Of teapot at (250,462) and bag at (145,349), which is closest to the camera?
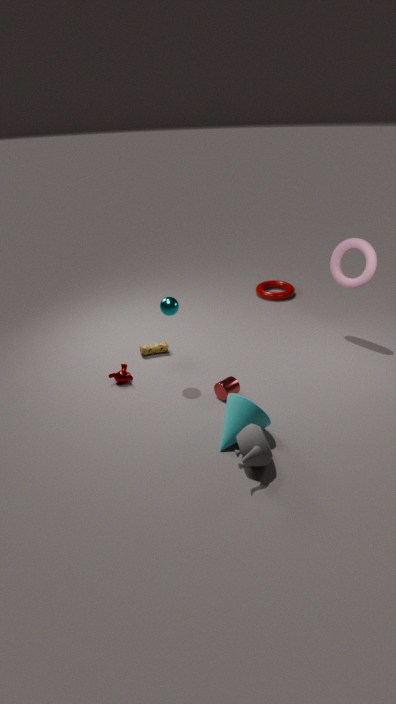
teapot at (250,462)
